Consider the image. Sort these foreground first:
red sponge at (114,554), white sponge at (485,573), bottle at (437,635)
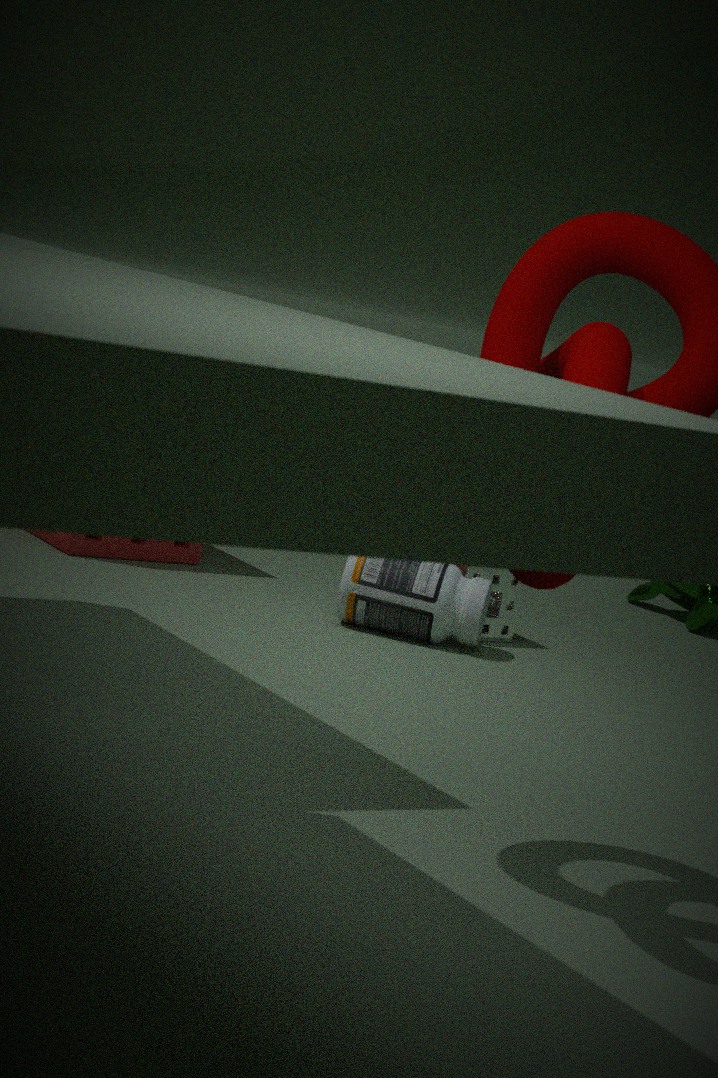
bottle at (437,635) → white sponge at (485,573) → red sponge at (114,554)
